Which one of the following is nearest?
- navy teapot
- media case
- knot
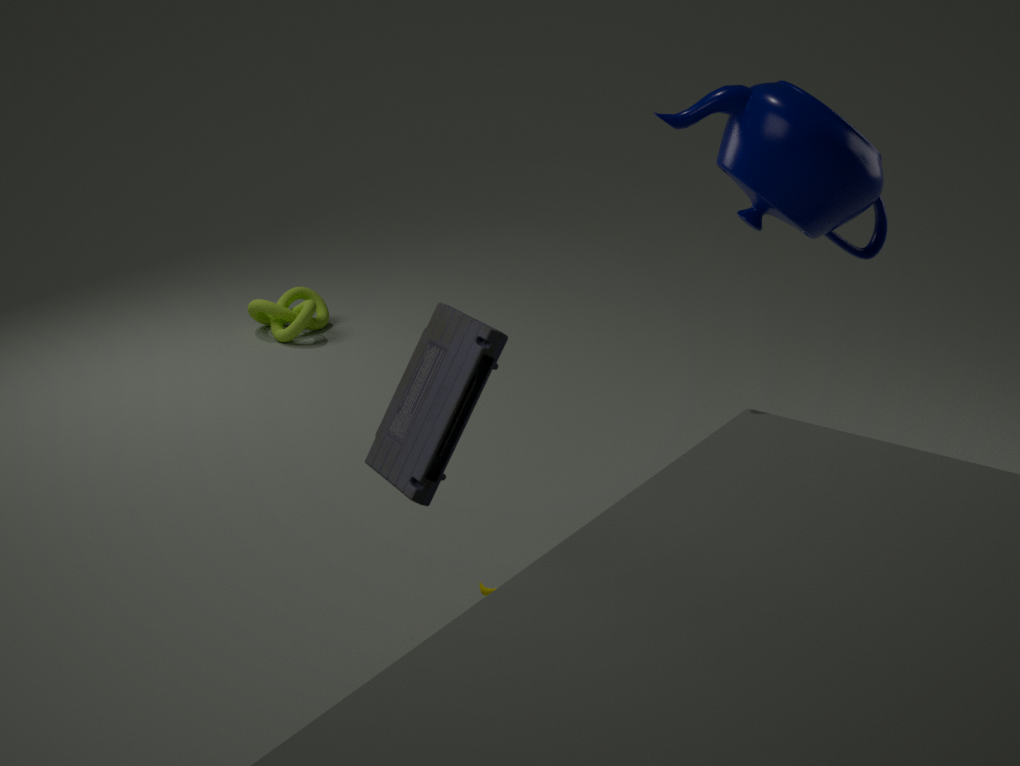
media case
